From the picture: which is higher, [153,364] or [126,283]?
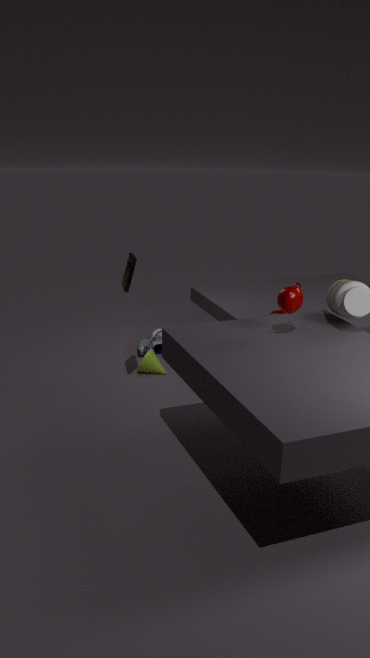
[126,283]
